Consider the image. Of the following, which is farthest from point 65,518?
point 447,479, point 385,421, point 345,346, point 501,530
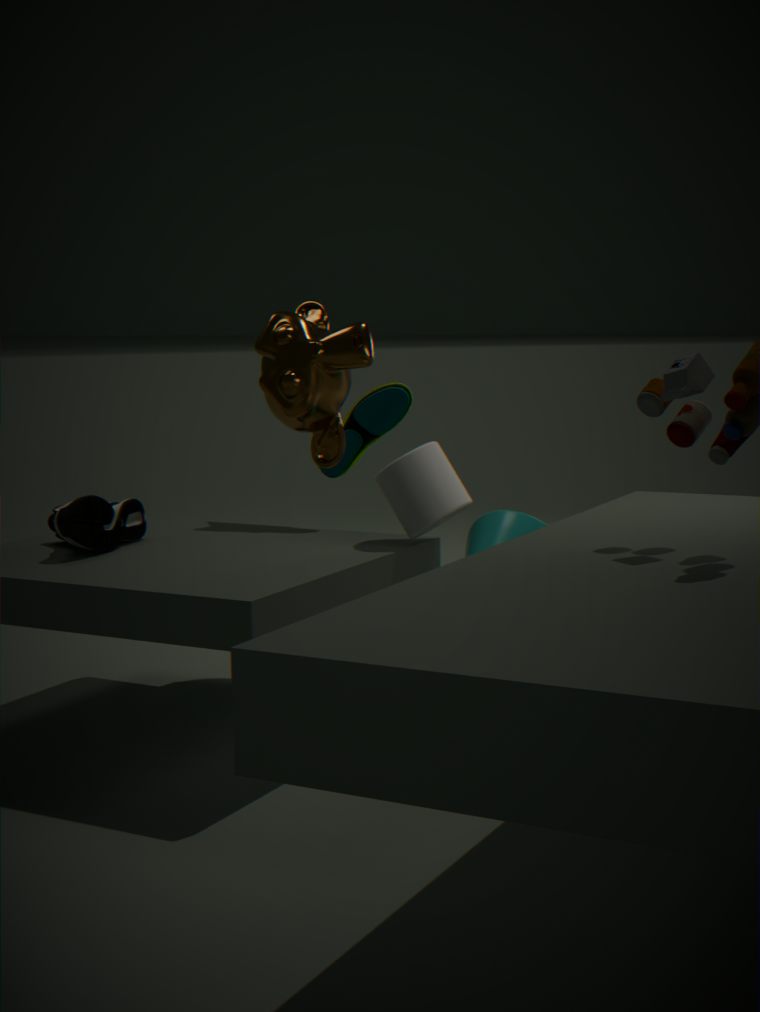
point 501,530
